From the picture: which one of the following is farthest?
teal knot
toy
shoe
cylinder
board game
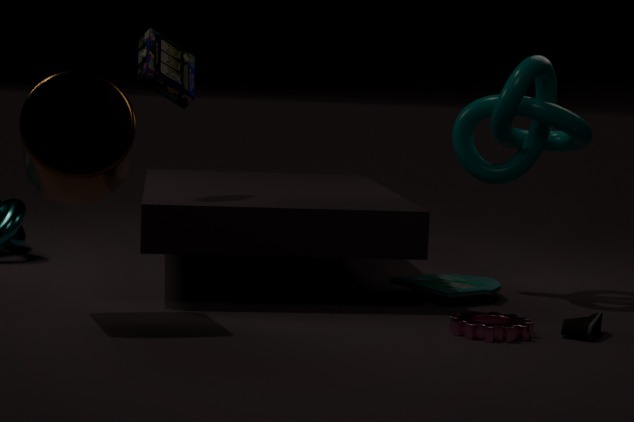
teal knot
